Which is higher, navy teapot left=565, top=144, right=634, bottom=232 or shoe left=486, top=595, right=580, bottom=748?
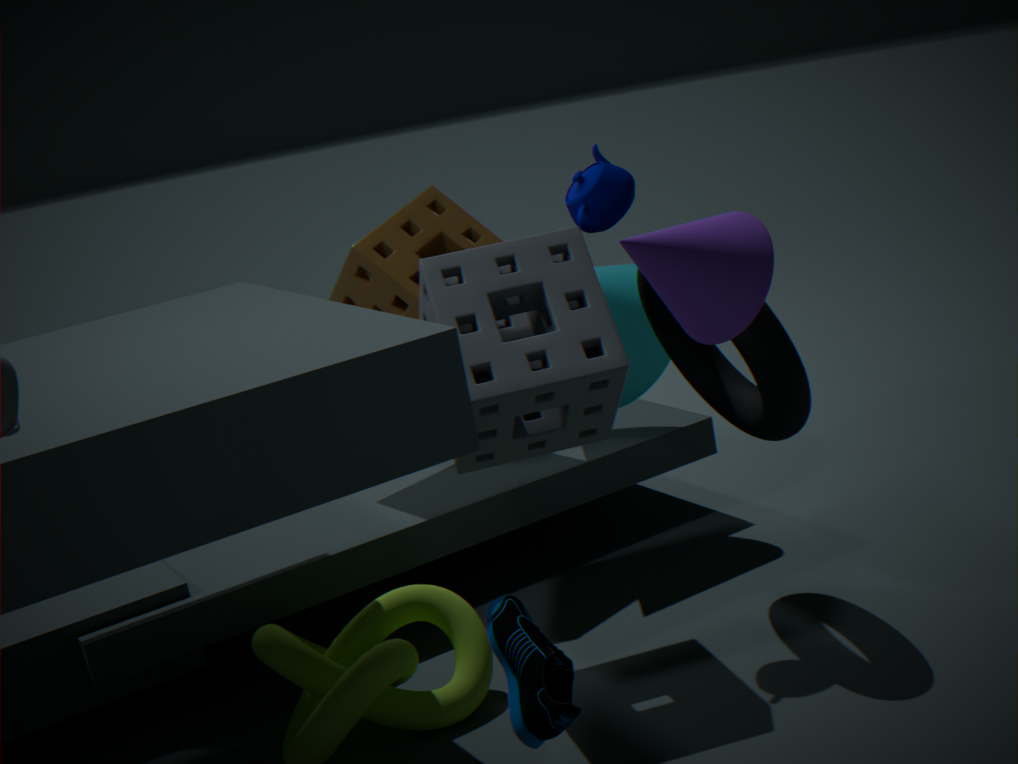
navy teapot left=565, top=144, right=634, bottom=232
